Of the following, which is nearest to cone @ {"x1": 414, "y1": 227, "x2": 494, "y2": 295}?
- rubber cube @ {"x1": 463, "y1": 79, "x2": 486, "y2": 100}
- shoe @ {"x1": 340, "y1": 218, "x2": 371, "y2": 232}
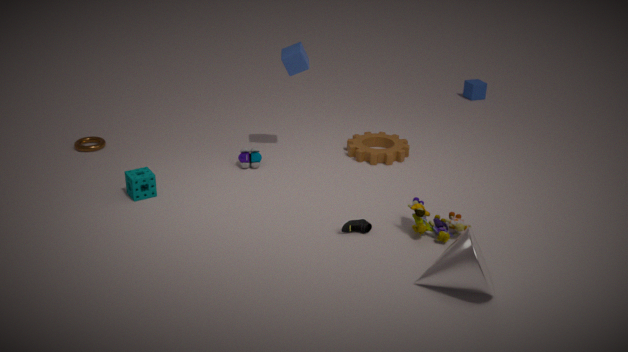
shoe @ {"x1": 340, "y1": 218, "x2": 371, "y2": 232}
